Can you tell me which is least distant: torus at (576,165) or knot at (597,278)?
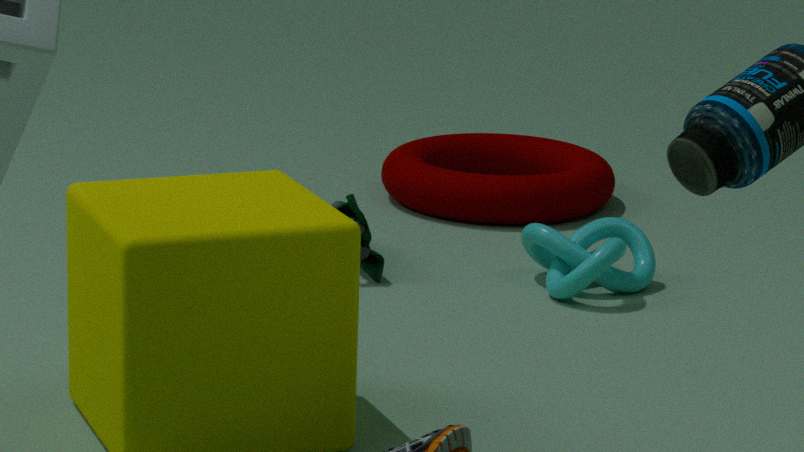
knot at (597,278)
